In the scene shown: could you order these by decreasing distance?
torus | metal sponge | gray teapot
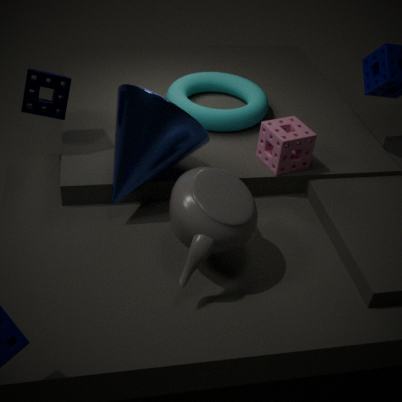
1. torus
2. metal sponge
3. gray teapot
